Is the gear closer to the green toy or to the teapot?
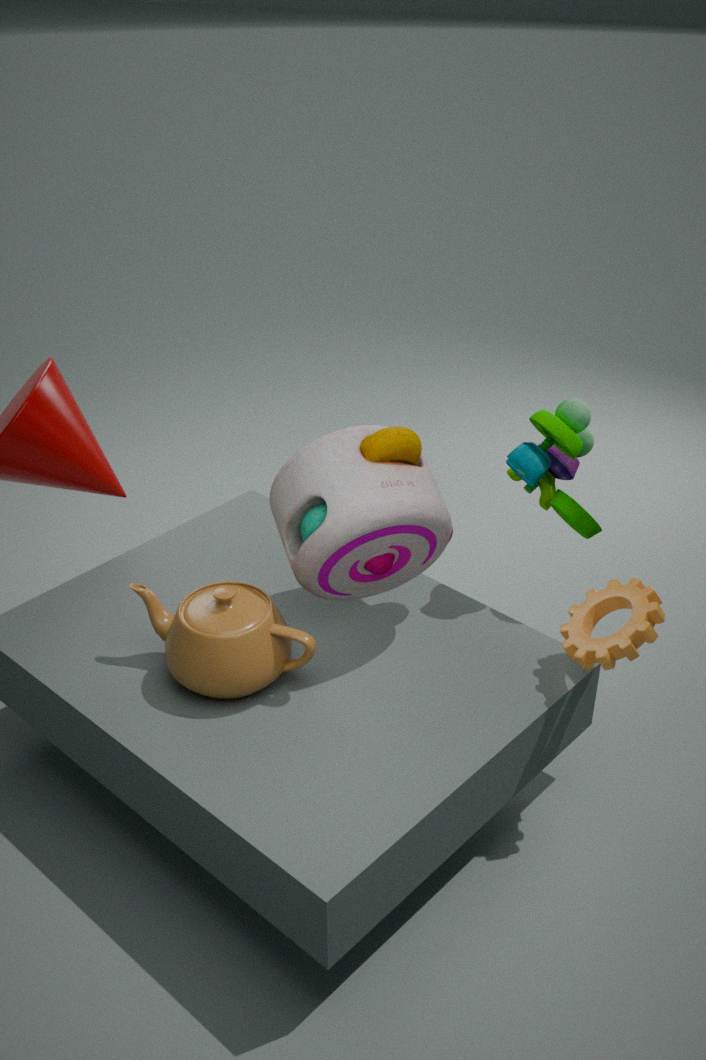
the green toy
